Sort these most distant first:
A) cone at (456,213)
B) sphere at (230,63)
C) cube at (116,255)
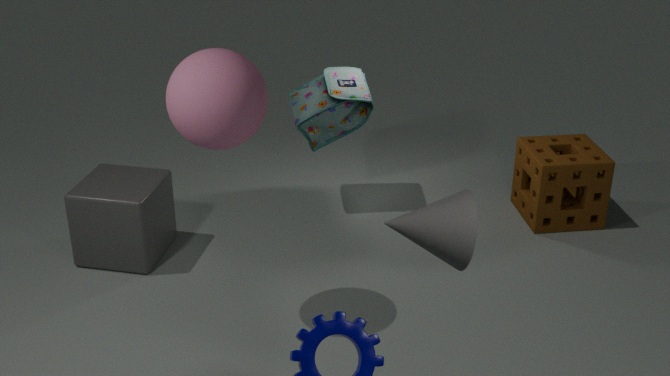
cube at (116,255)
sphere at (230,63)
cone at (456,213)
